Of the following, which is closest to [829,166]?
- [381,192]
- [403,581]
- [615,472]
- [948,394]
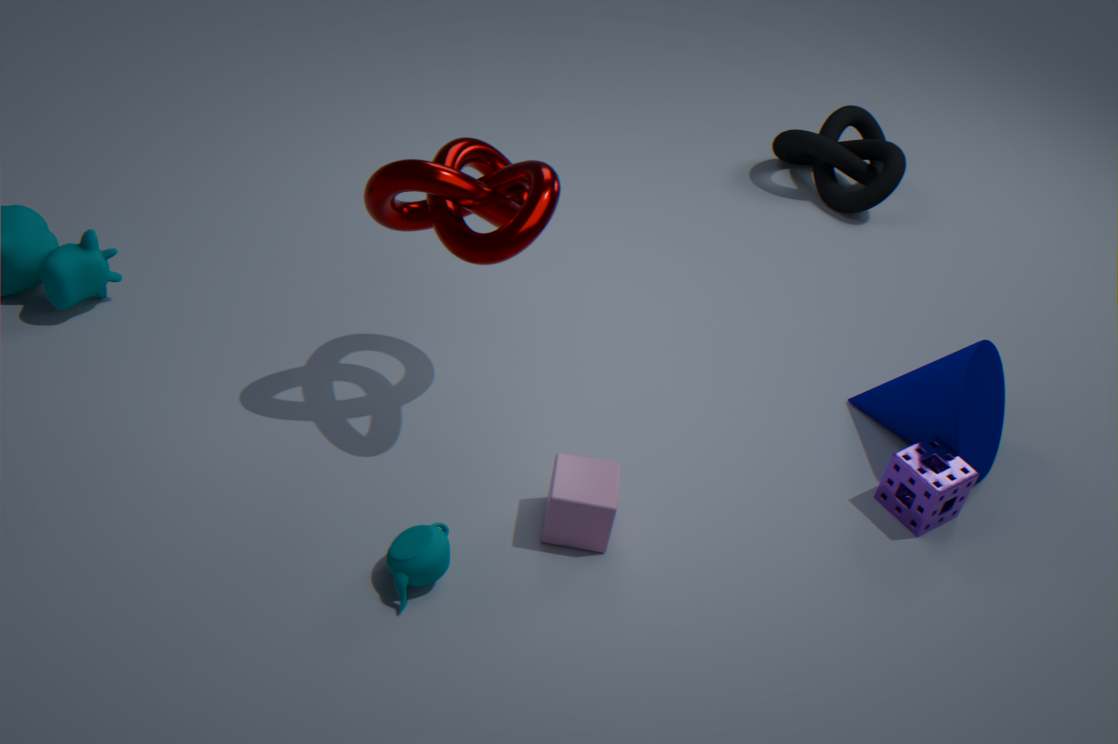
[948,394]
